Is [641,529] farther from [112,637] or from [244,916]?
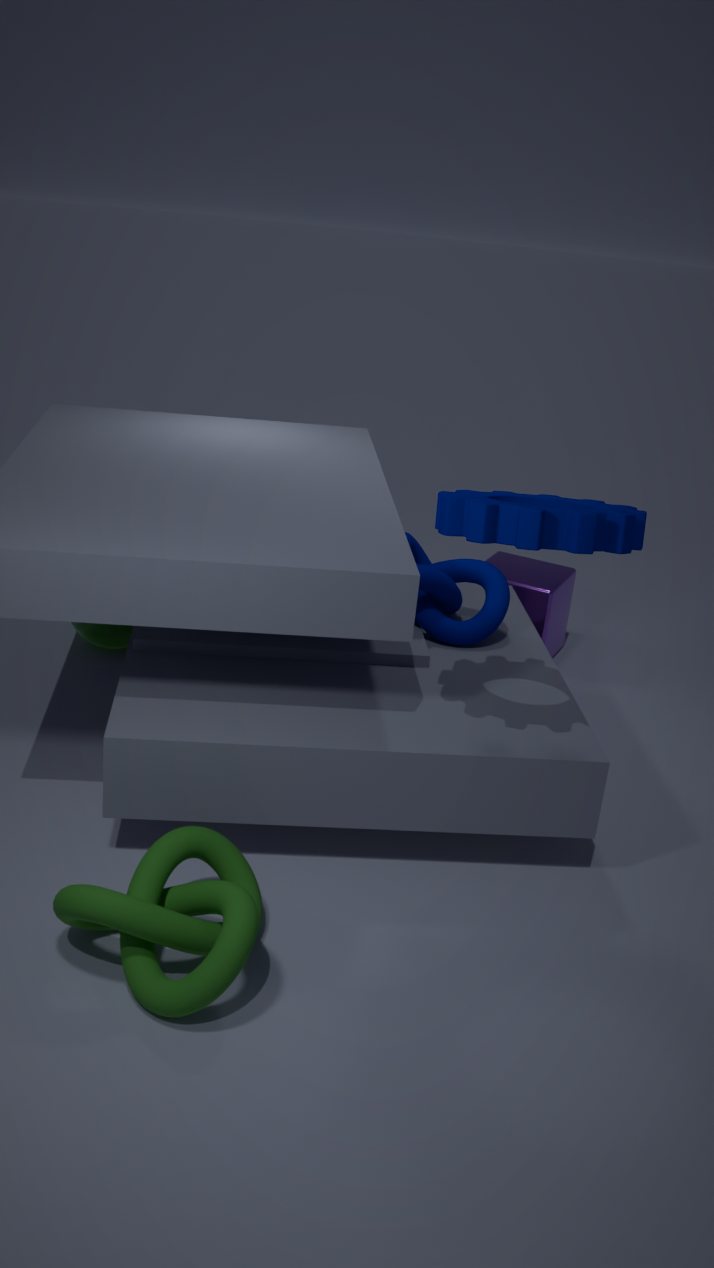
[112,637]
